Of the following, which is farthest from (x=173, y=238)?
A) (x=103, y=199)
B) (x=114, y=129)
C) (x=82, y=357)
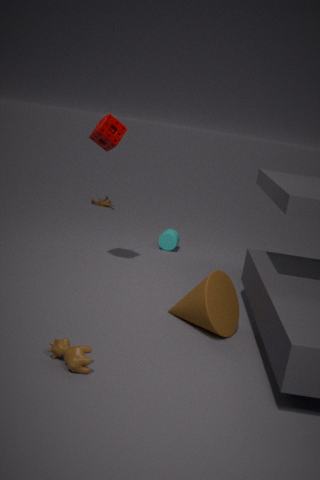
(x=82, y=357)
